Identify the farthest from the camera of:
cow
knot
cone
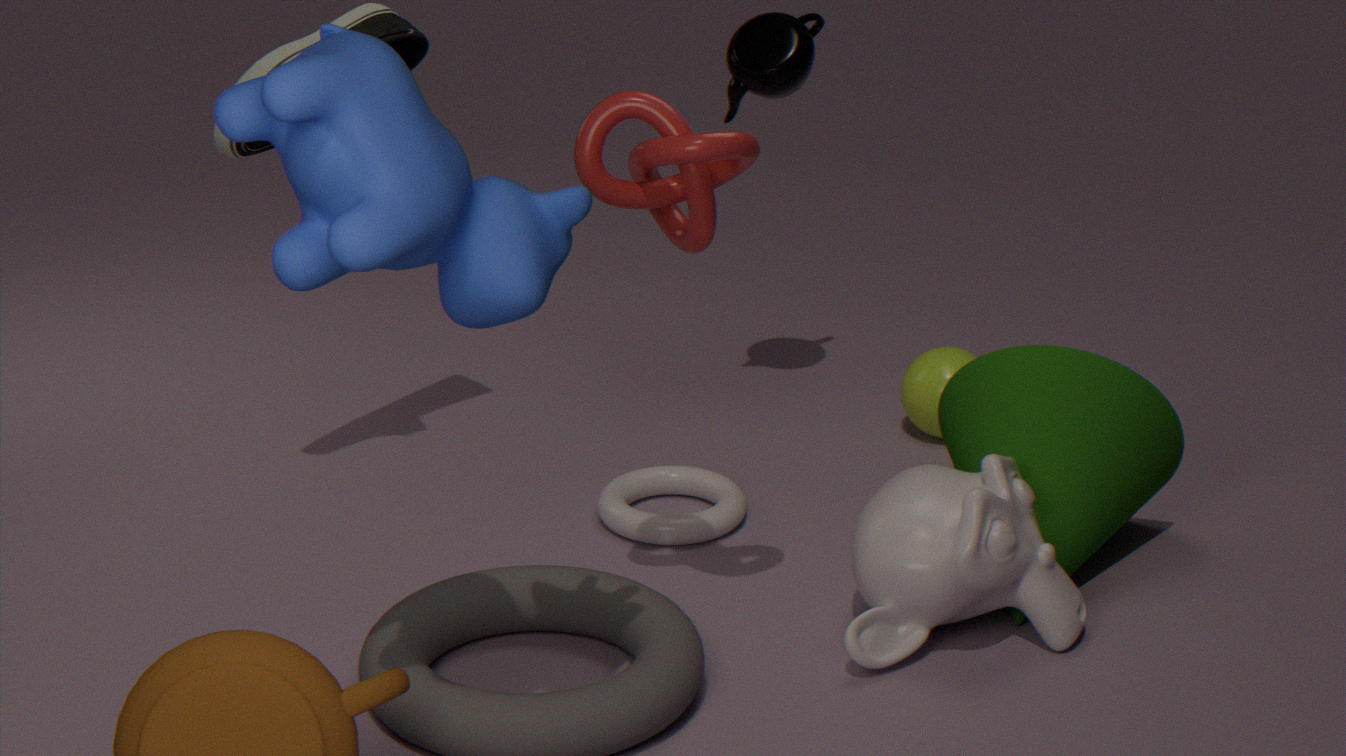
cone
